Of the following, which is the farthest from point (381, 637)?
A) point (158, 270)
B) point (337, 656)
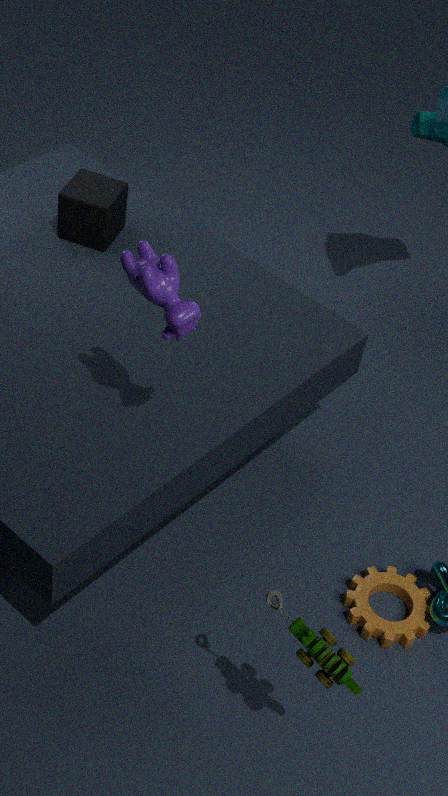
point (158, 270)
